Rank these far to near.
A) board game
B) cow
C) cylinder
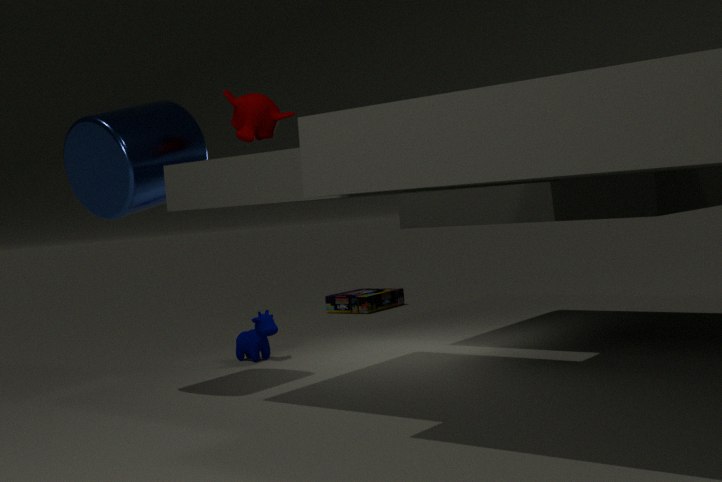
board game
cow
cylinder
